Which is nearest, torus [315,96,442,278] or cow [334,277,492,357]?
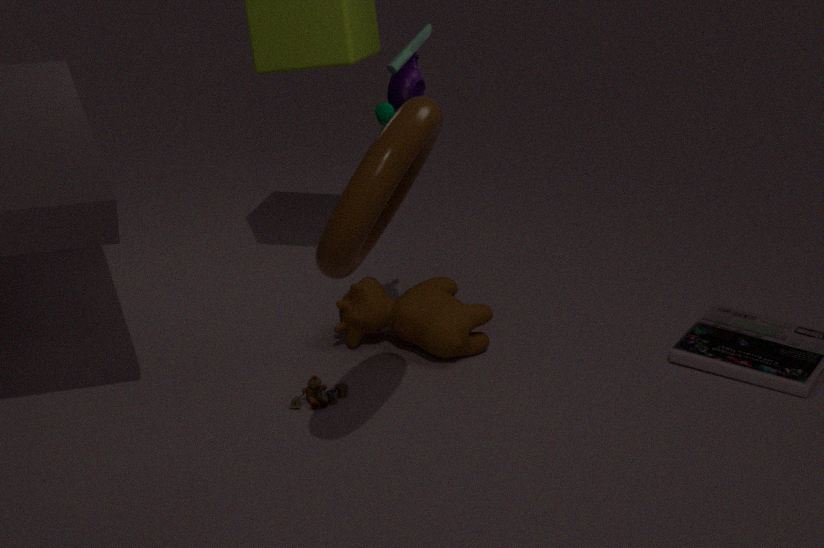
torus [315,96,442,278]
